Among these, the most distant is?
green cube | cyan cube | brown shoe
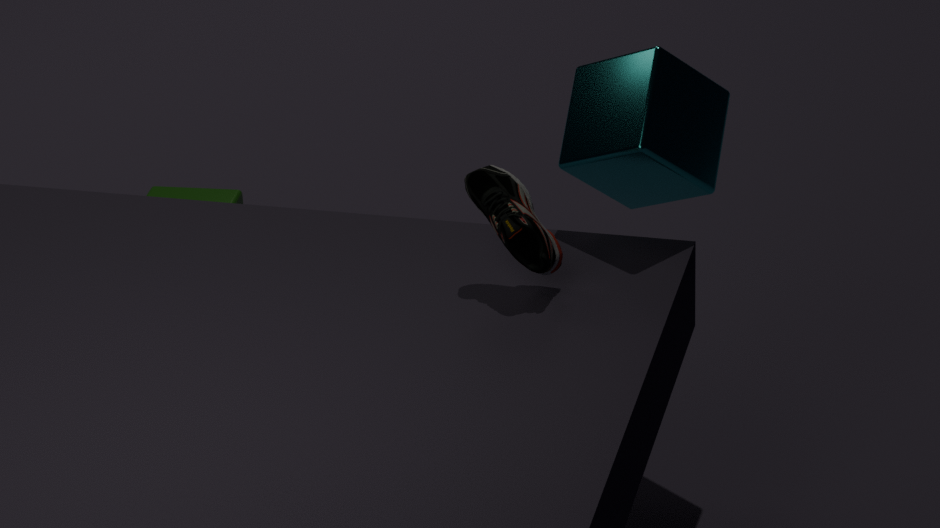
Result: green cube
